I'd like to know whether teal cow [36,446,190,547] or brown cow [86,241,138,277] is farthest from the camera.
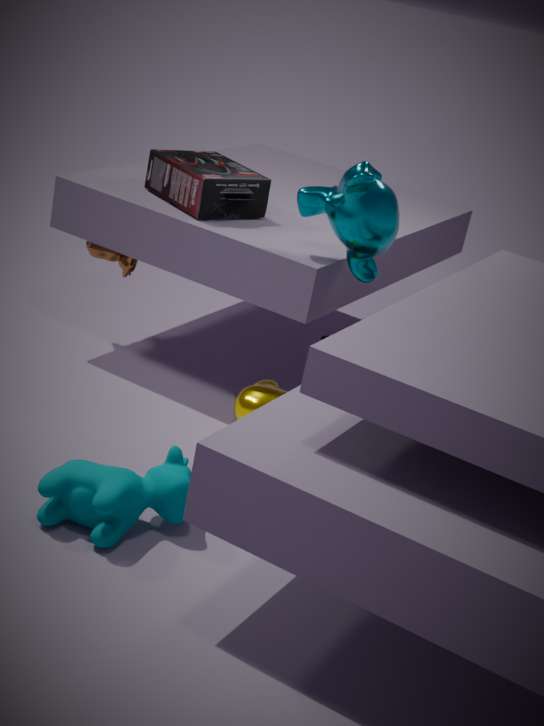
brown cow [86,241,138,277]
